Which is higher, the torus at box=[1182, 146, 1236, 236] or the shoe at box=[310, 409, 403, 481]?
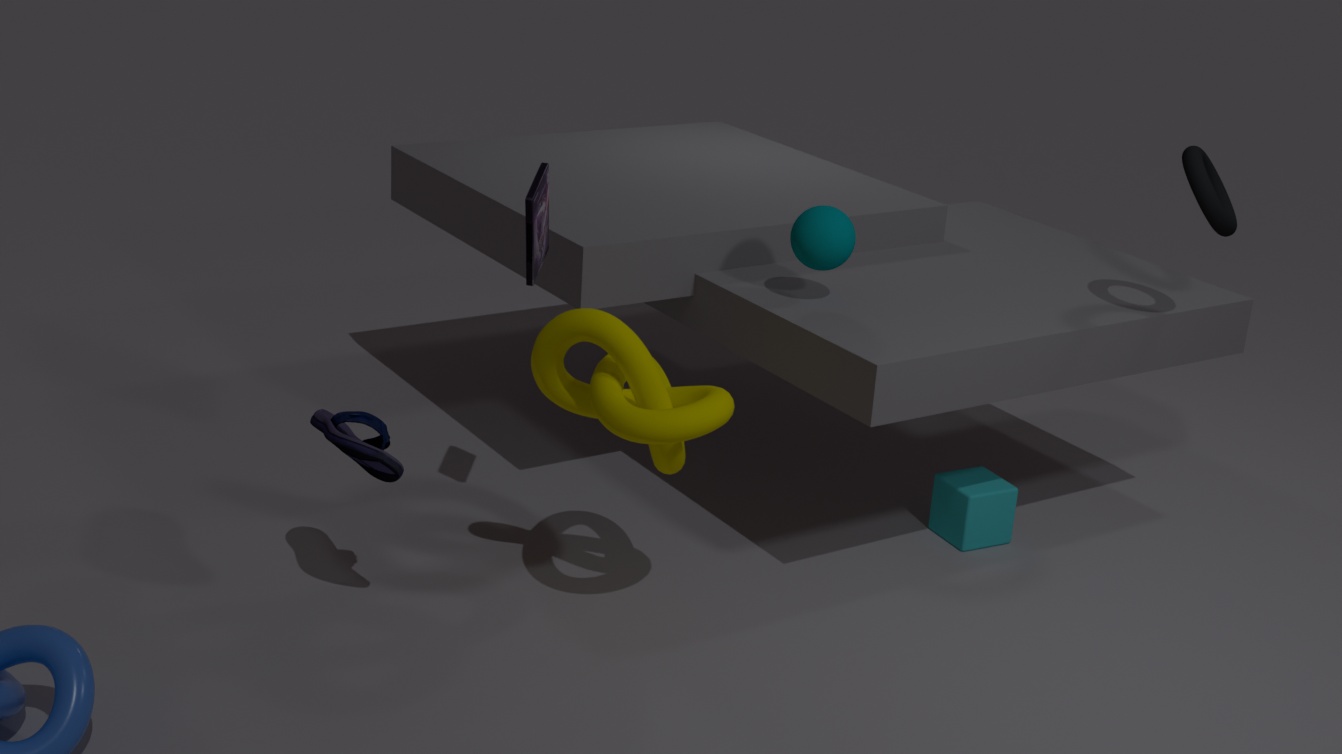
the torus at box=[1182, 146, 1236, 236]
